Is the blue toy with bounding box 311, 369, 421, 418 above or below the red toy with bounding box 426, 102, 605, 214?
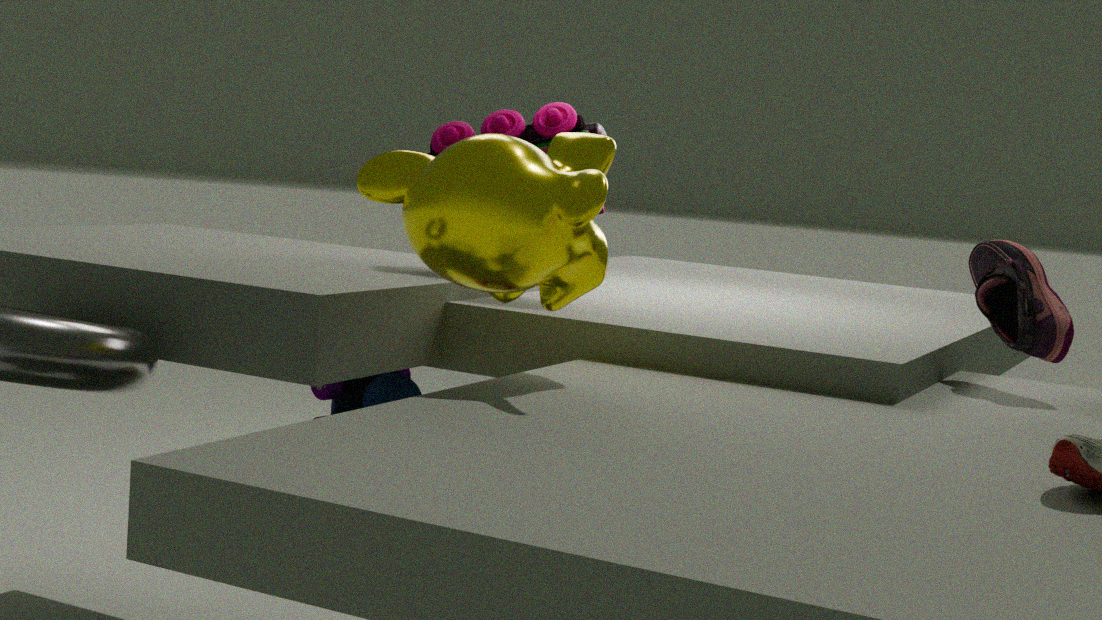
below
